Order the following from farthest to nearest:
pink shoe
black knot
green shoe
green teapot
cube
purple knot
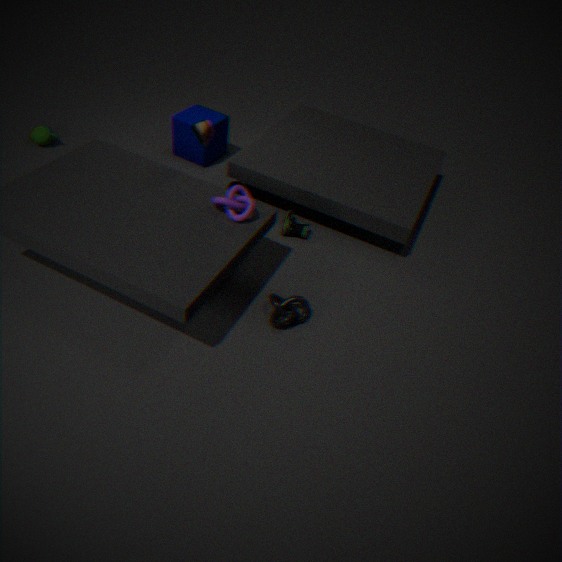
cube
green teapot
green shoe
black knot
purple knot
pink shoe
